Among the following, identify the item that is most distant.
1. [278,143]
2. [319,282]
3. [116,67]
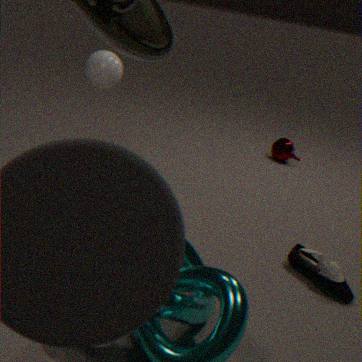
[278,143]
